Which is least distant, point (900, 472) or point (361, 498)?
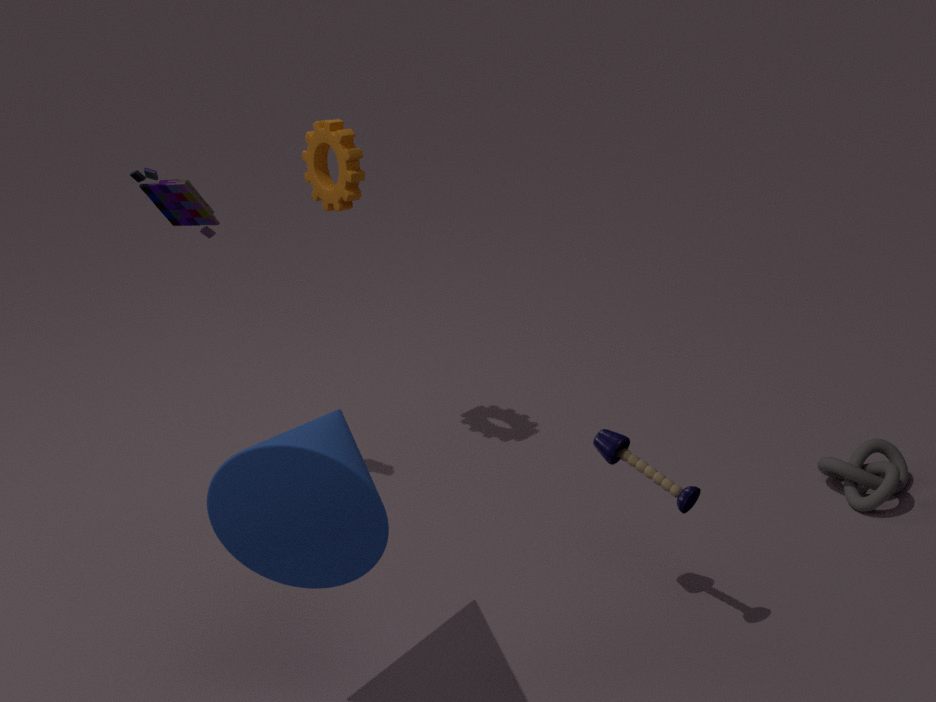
point (361, 498)
